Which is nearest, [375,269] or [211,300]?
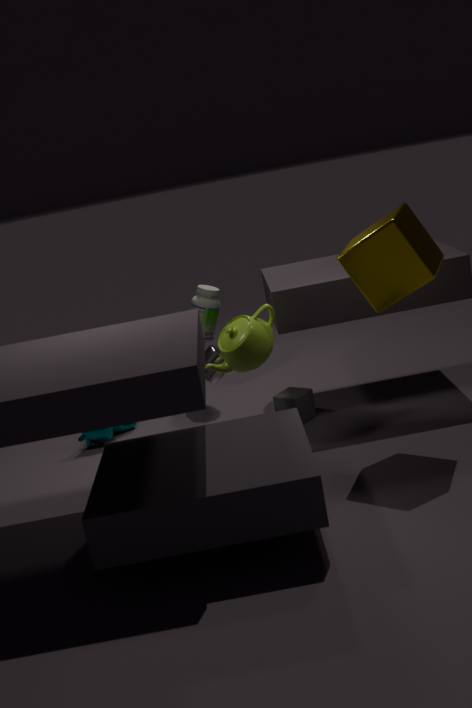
[375,269]
